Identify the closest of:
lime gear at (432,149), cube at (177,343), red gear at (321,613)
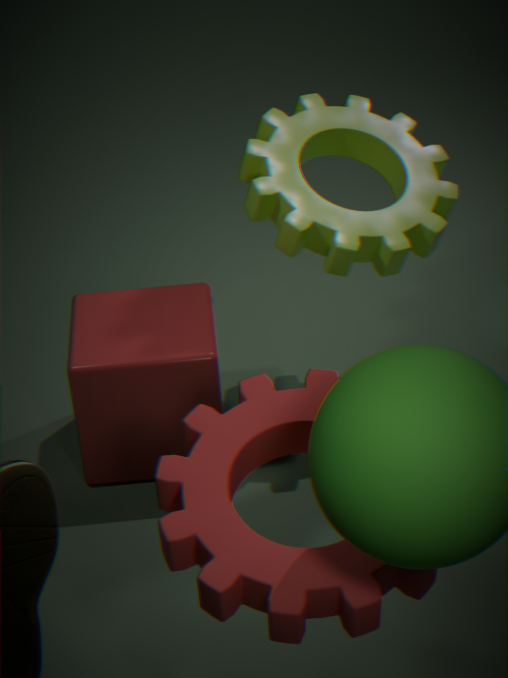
red gear at (321,613)
